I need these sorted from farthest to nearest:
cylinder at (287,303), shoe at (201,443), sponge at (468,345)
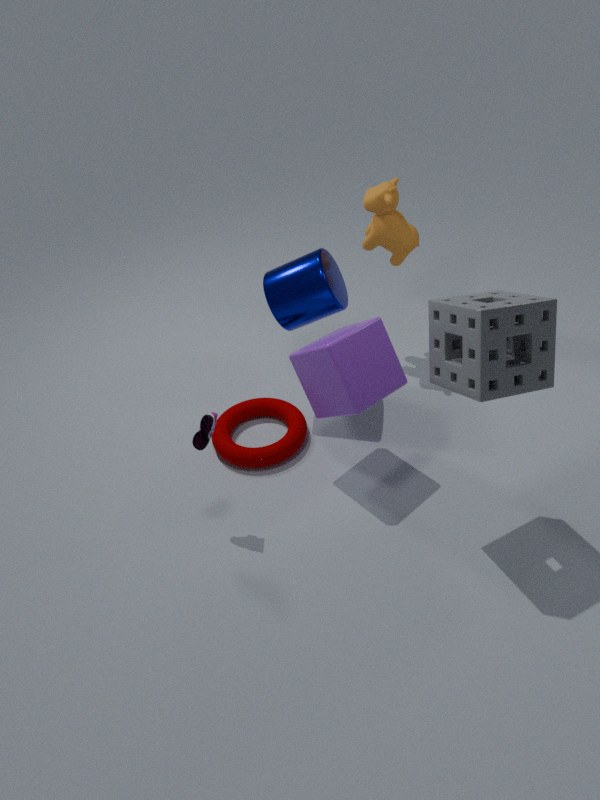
cylinder at (287,303)
shoe at (201,443)
sponge at (468,345)
